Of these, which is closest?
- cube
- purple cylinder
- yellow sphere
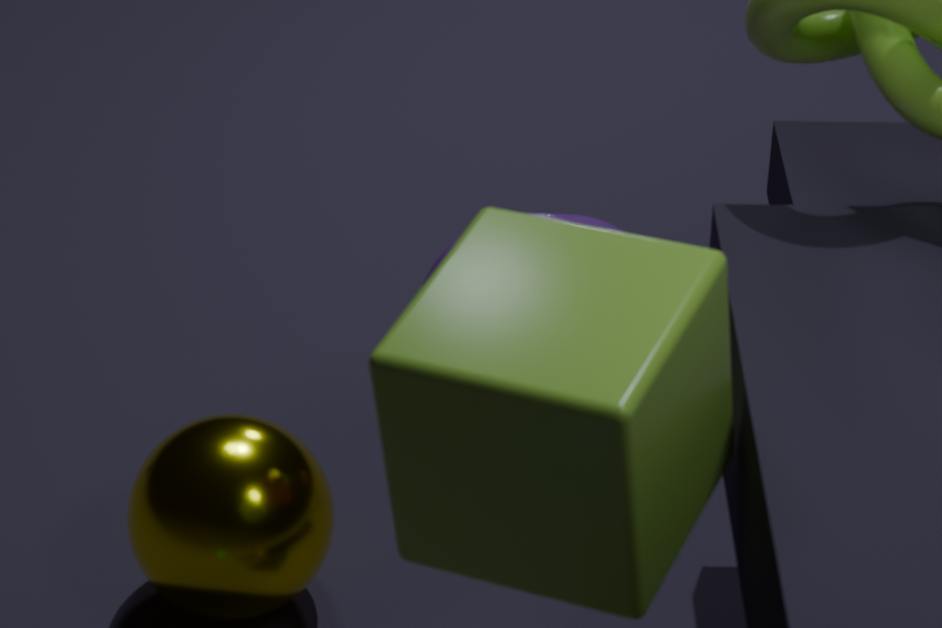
cube
